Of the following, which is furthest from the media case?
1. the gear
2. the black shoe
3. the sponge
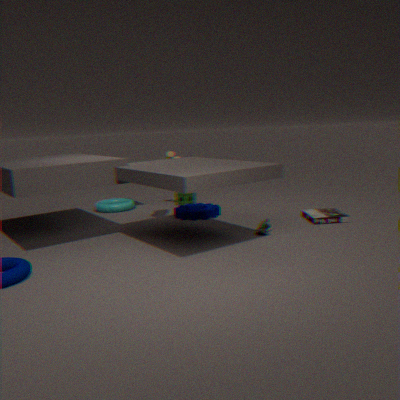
the sponge
